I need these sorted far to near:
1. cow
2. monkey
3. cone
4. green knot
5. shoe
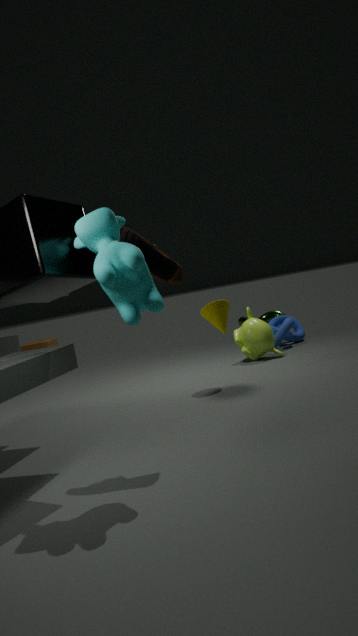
1. green knot
2. monkey
3. cone
4. shoe
5. cow
